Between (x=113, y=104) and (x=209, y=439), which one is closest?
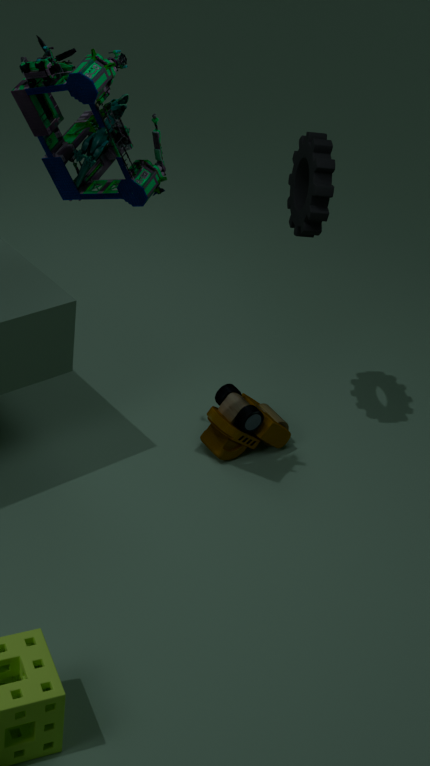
(x=113, y=104)
